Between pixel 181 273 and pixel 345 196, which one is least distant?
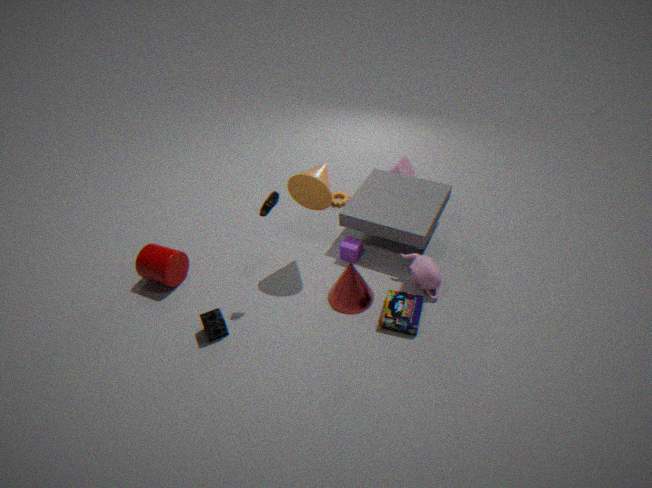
pixel 181 273
